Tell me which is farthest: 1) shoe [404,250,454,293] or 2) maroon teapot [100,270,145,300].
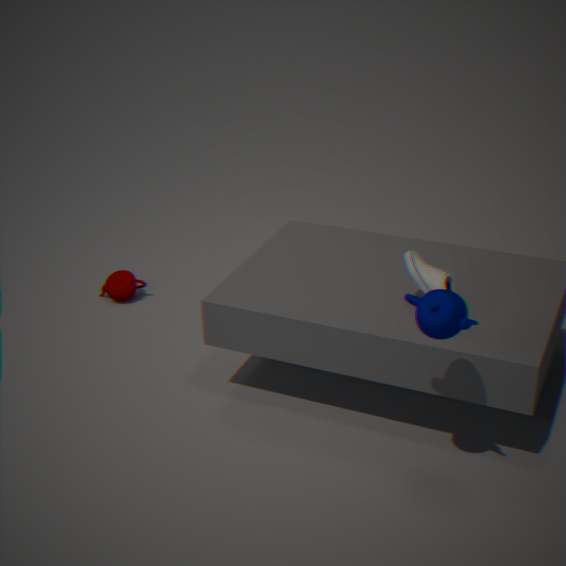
2. maroon teapot [100,270,145,300]
